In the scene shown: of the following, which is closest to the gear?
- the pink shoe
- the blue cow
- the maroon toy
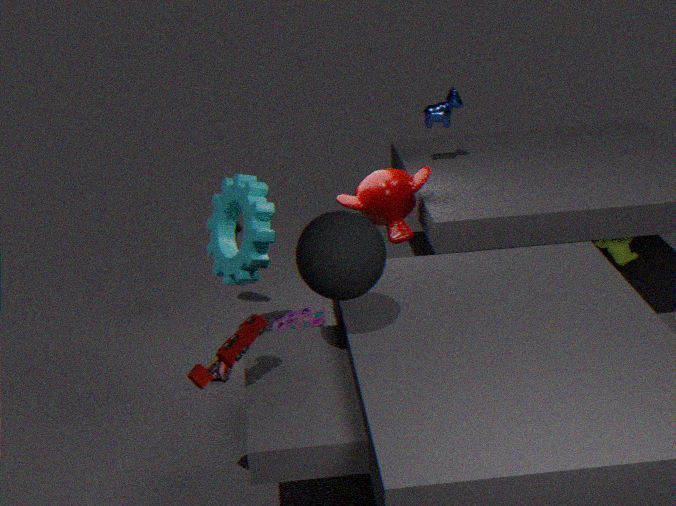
the pink shoe
